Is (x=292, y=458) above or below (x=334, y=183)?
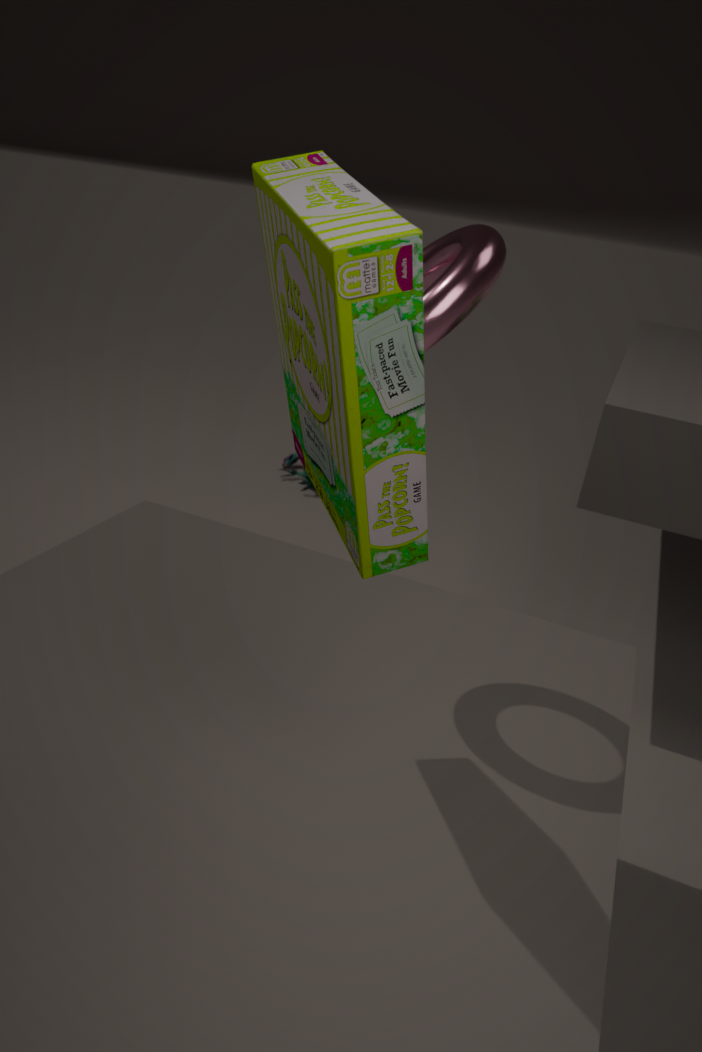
below
